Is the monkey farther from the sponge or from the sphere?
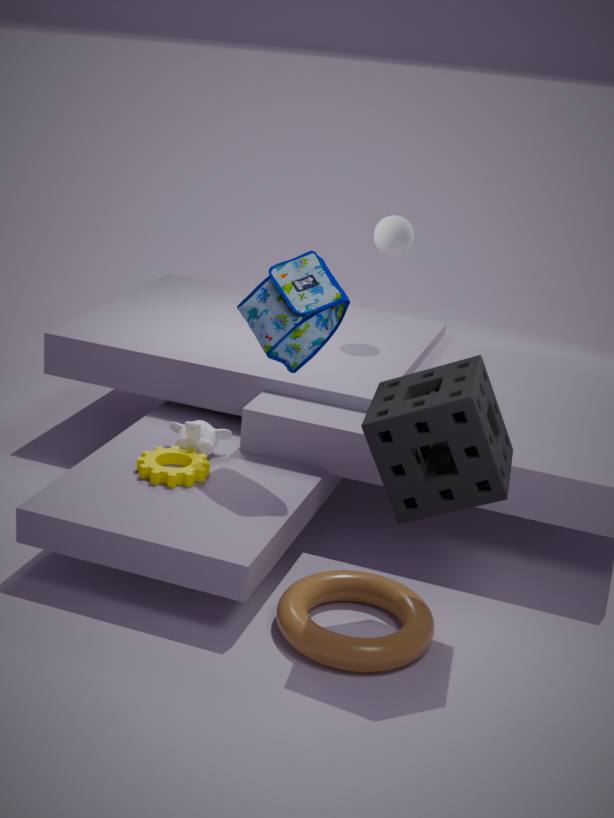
the sphere
